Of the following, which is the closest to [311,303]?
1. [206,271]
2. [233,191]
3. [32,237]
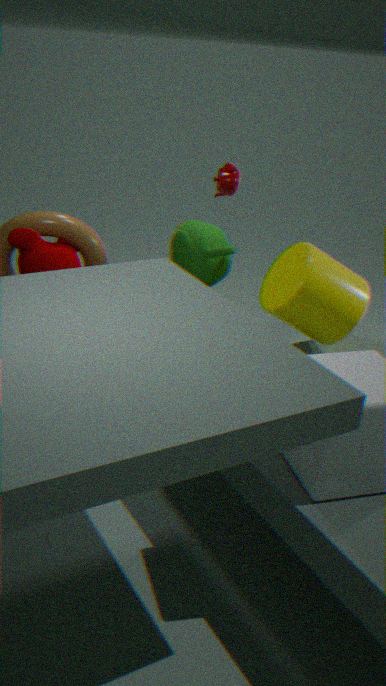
[206,271]
